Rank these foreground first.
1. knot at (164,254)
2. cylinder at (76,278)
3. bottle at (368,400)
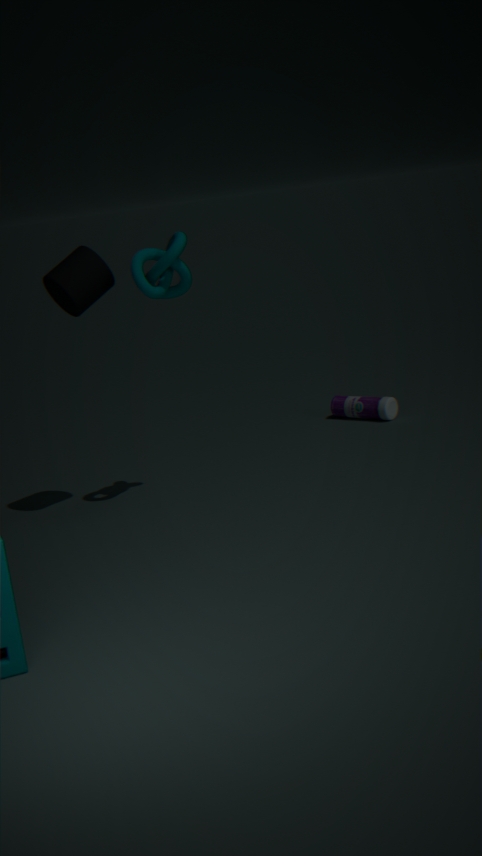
cylinder at (76,278) < knot at (164,254) < bottle at (368,400)
